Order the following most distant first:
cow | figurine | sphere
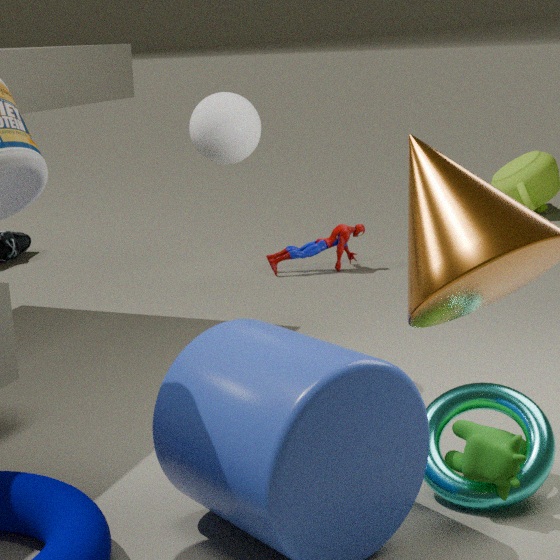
figurine
sphere
cow
